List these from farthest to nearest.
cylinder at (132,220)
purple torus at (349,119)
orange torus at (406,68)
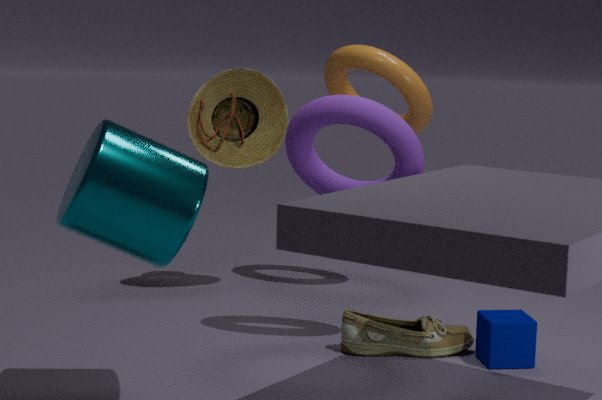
orange torus at (406,68) < purple torus at (349,119) < cylinder at (132,220)
